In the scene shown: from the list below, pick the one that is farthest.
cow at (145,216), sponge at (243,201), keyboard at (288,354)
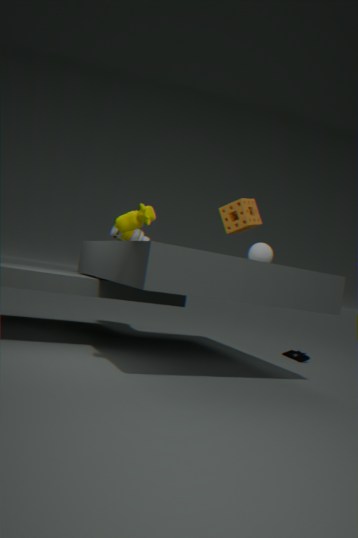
keyboard at (288,354)
